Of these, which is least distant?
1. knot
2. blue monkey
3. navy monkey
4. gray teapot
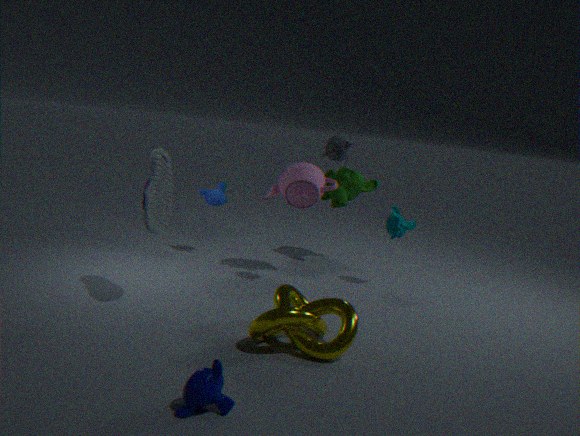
navy monkey
